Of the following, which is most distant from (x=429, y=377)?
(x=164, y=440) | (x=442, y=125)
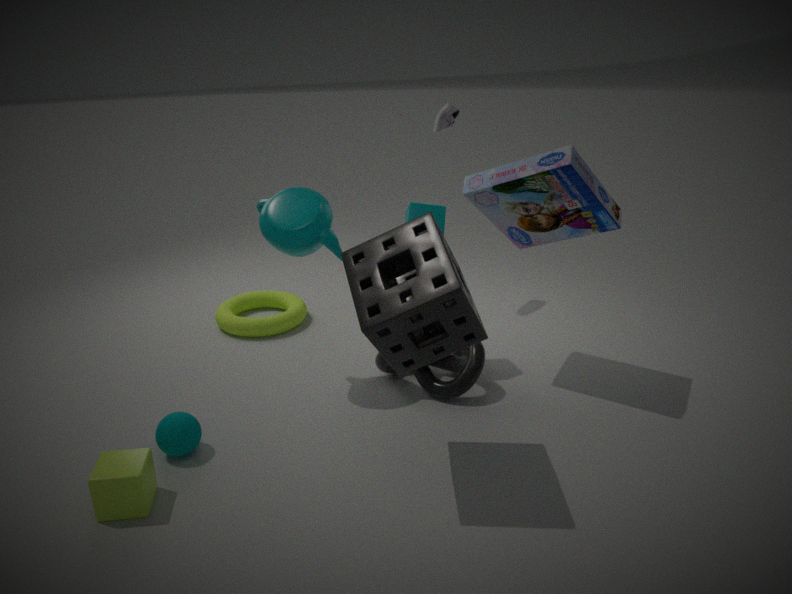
(x=442, y=125)
